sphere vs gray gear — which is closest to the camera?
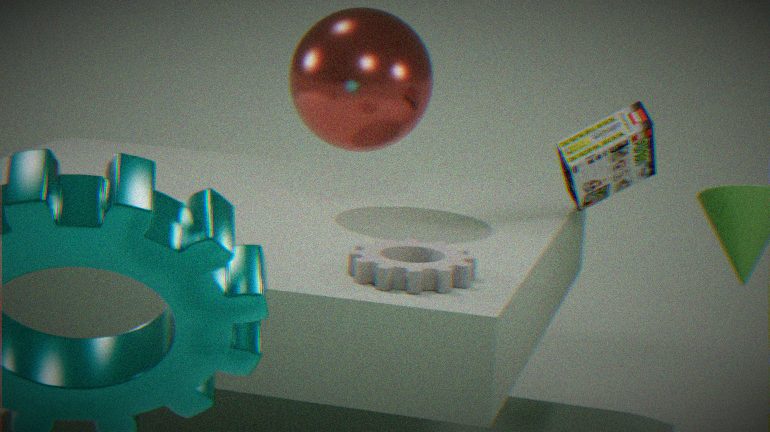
gray gear
